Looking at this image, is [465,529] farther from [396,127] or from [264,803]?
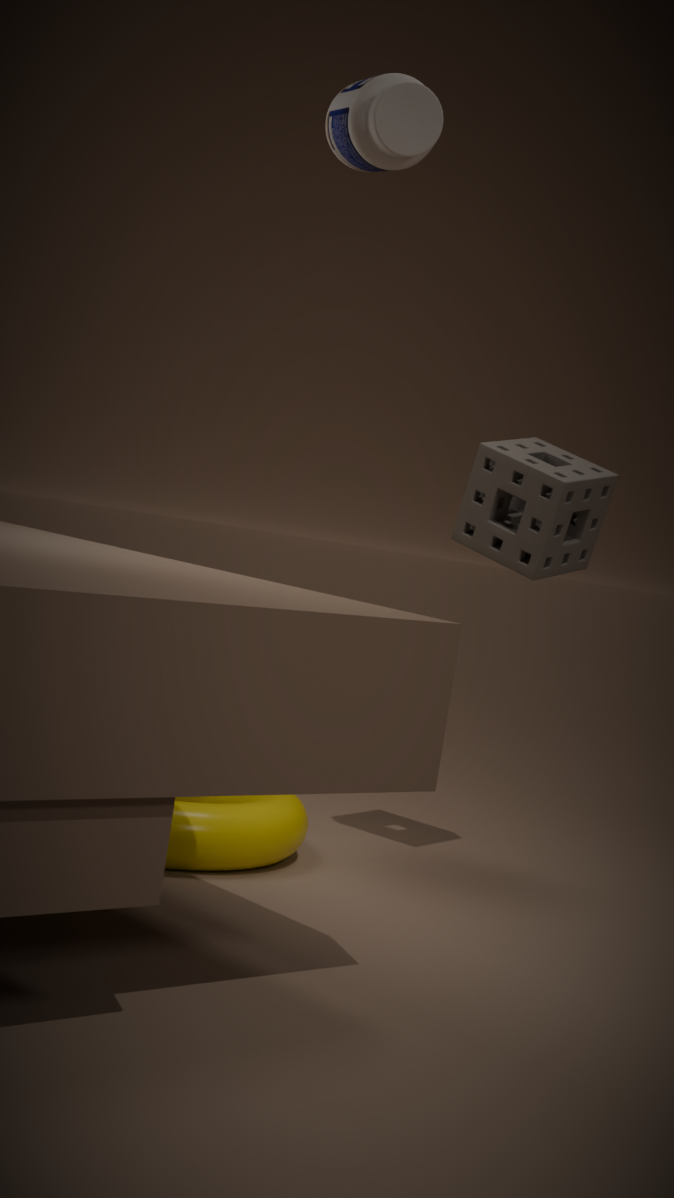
[264,803]
